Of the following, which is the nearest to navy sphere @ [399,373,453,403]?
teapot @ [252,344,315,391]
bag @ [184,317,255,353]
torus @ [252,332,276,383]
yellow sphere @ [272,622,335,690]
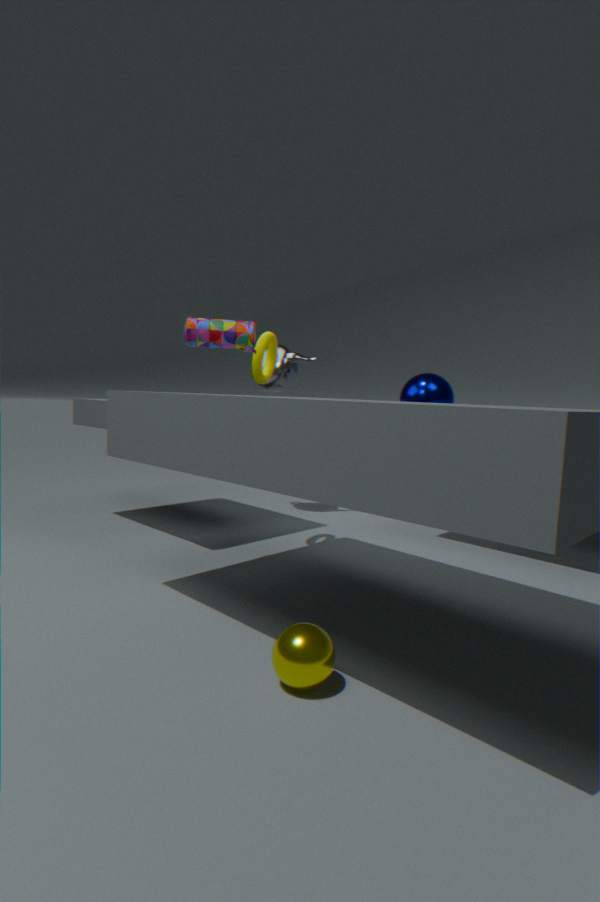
teapot @ [252,344,315,391]
